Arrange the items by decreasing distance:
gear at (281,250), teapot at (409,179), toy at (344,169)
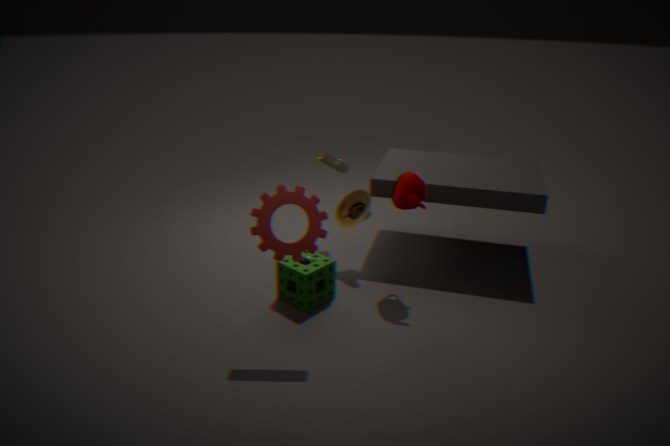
1. toy at (344,169)
2. teapot at (409,179)
3. gear at (281,250)
